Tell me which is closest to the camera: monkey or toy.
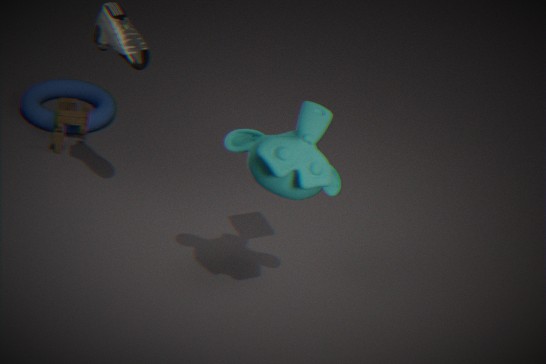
monkey
